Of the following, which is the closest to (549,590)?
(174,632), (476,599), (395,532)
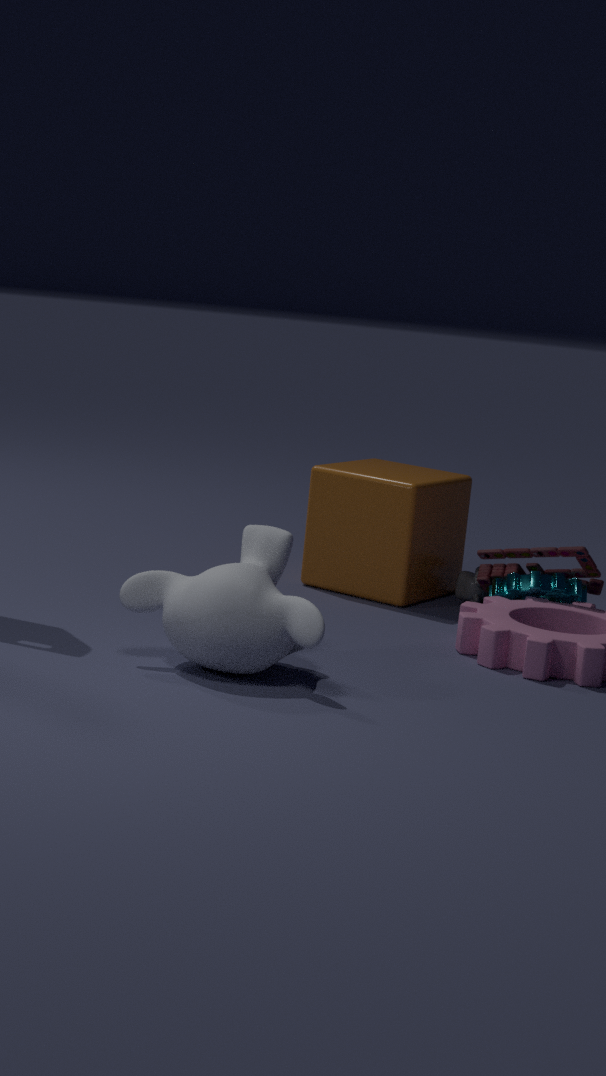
(476,599)
